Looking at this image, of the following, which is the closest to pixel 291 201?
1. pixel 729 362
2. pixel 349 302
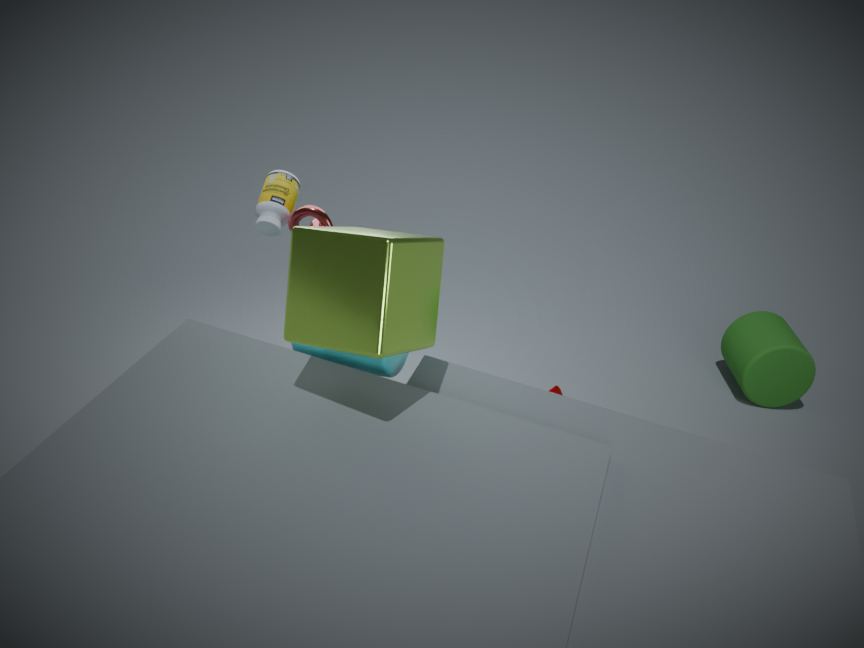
pixel 349 302
